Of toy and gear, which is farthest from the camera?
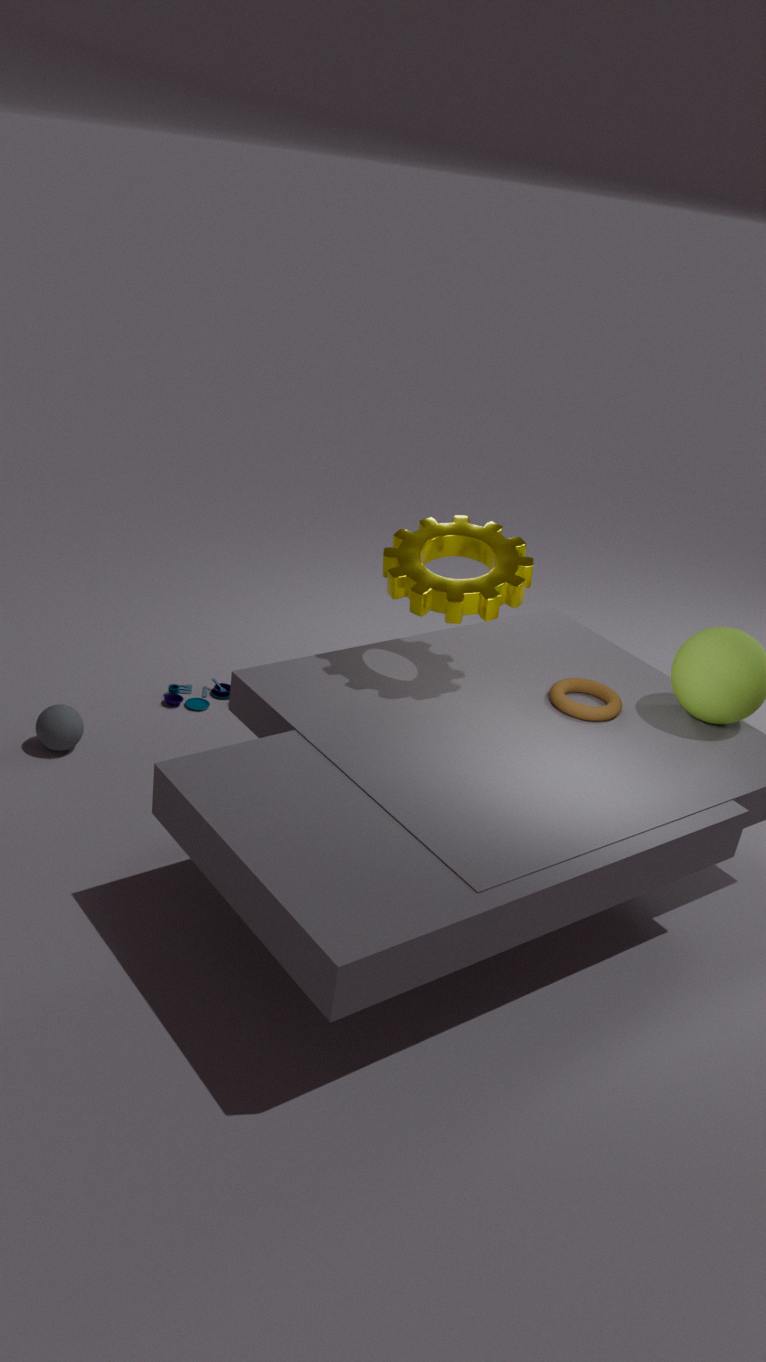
toy
